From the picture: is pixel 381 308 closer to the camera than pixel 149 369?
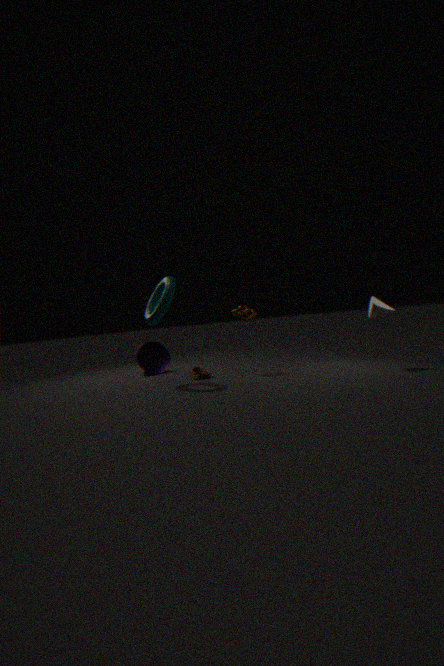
Yes
